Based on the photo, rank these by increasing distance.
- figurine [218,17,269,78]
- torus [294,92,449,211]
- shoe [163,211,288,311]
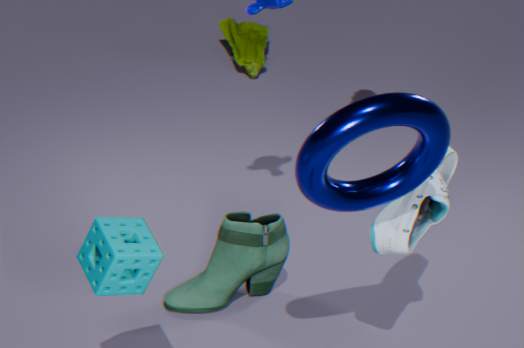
torus [294,92,449,211] → shoe [163,211,288,311] → figurine [218,17,269,78]
